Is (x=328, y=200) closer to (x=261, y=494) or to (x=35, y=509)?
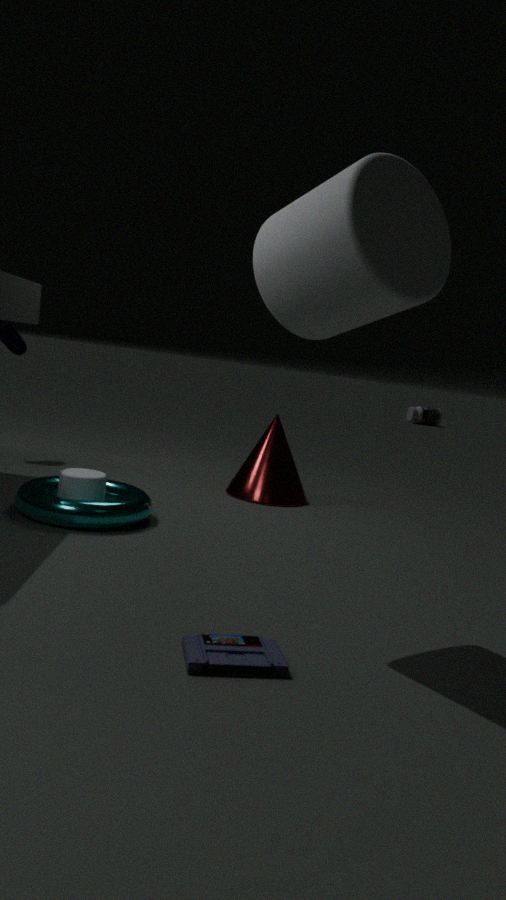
(x=35, y=509)
